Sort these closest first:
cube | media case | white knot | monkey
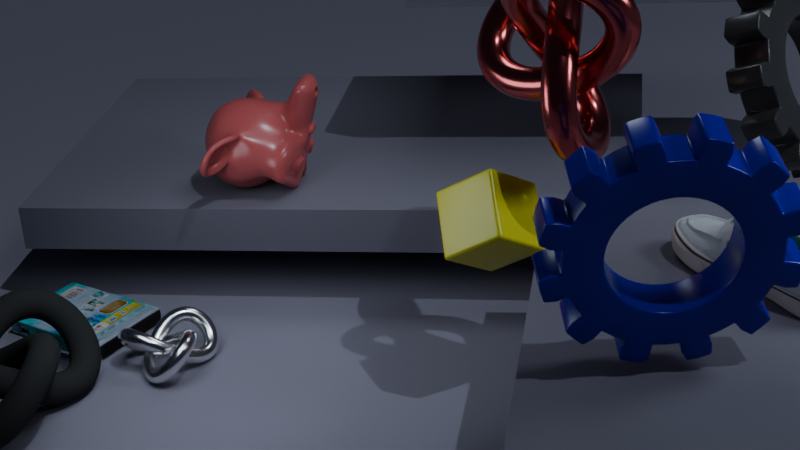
cube → white knot → media case → monkey
